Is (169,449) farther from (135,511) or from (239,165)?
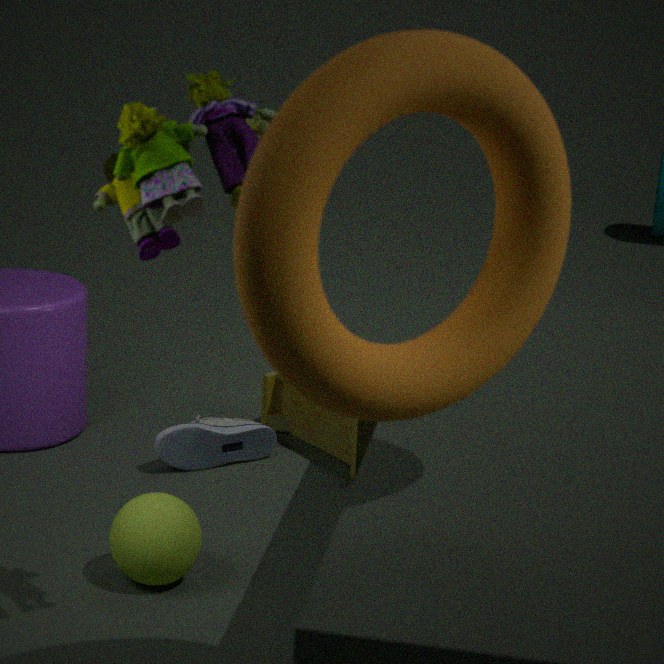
(239,165)
